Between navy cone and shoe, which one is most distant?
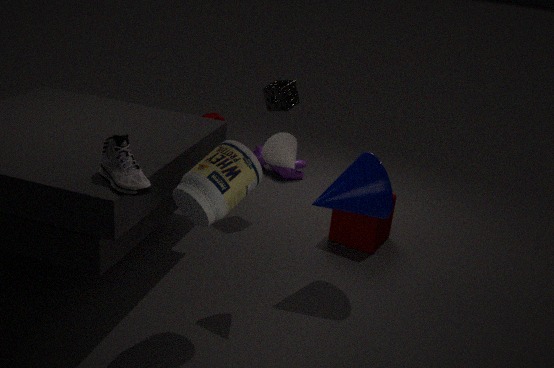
navy cone
